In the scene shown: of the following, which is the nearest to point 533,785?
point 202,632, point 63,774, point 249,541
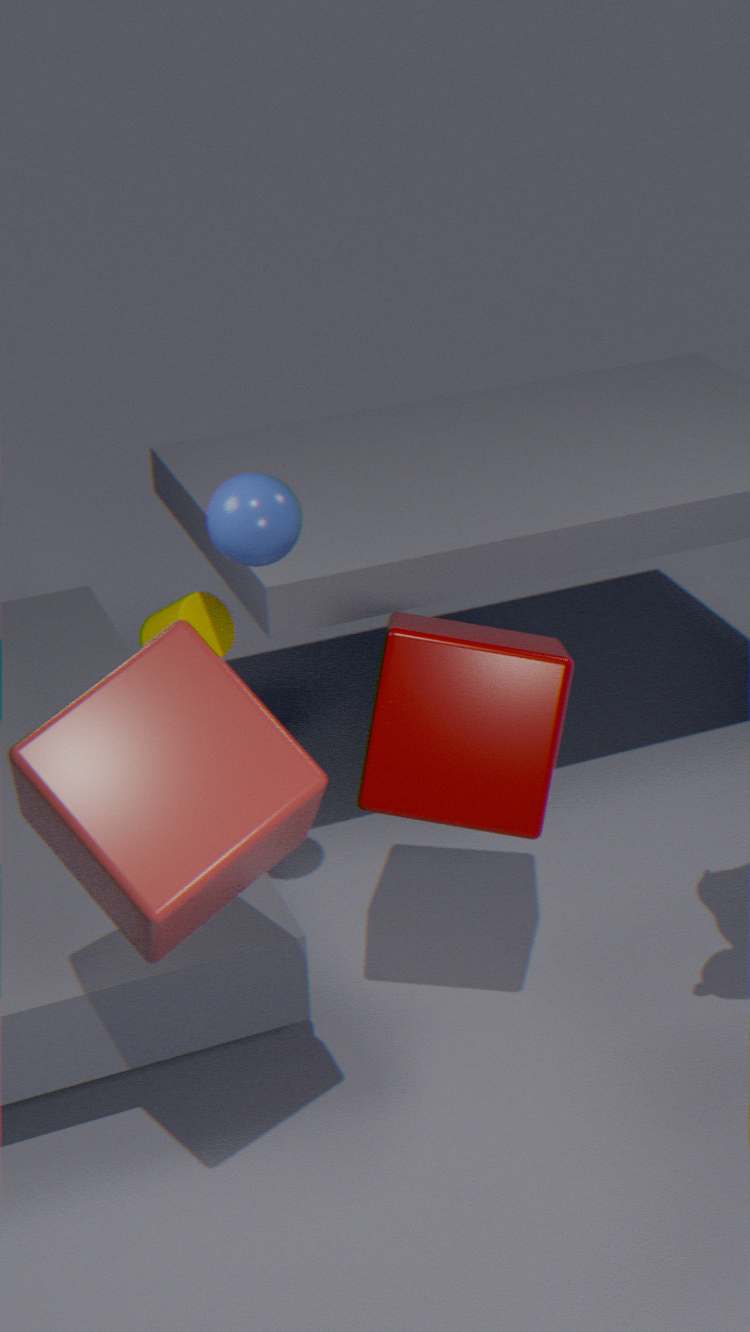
point 249,541
